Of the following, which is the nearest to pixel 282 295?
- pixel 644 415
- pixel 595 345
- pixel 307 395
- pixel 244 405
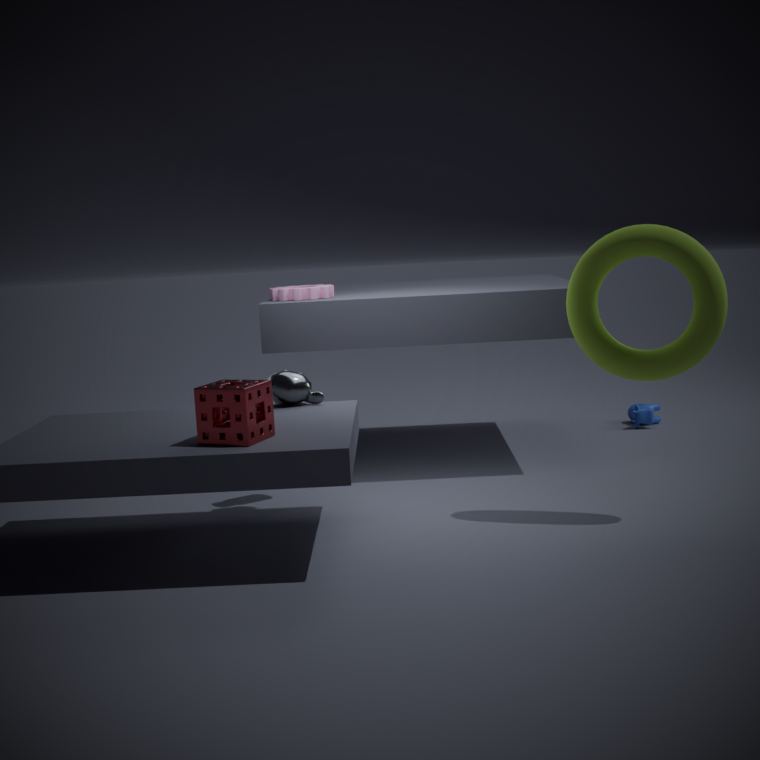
pixel 307 395
